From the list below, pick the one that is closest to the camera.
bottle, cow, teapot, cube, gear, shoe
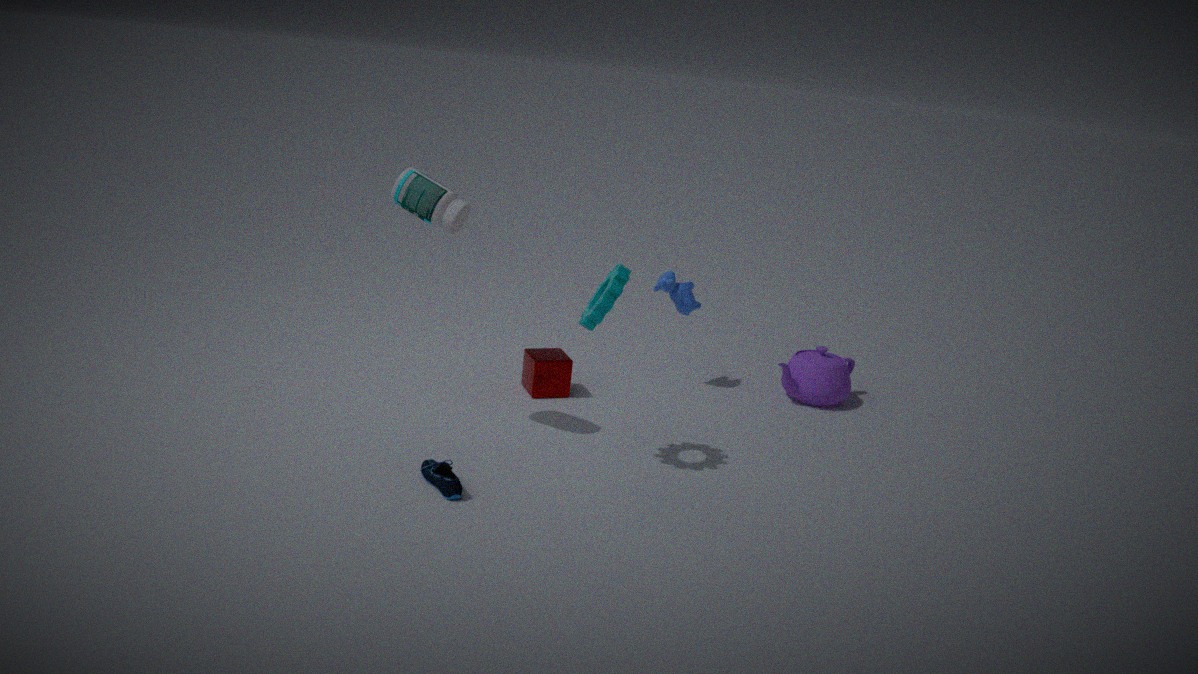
shoe
